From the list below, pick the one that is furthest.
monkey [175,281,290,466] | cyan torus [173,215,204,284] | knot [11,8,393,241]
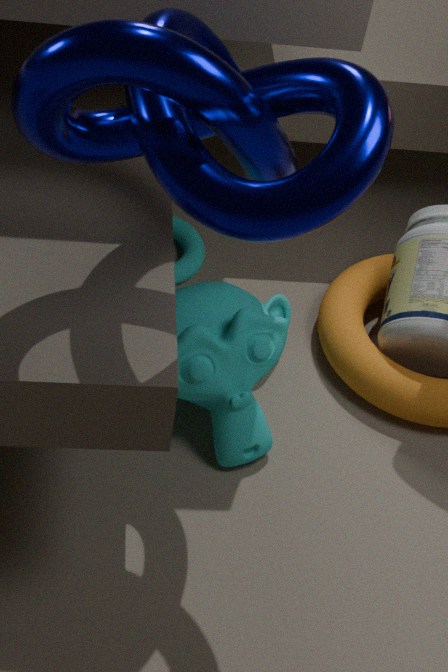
cyan torus [173,215,204,284]
